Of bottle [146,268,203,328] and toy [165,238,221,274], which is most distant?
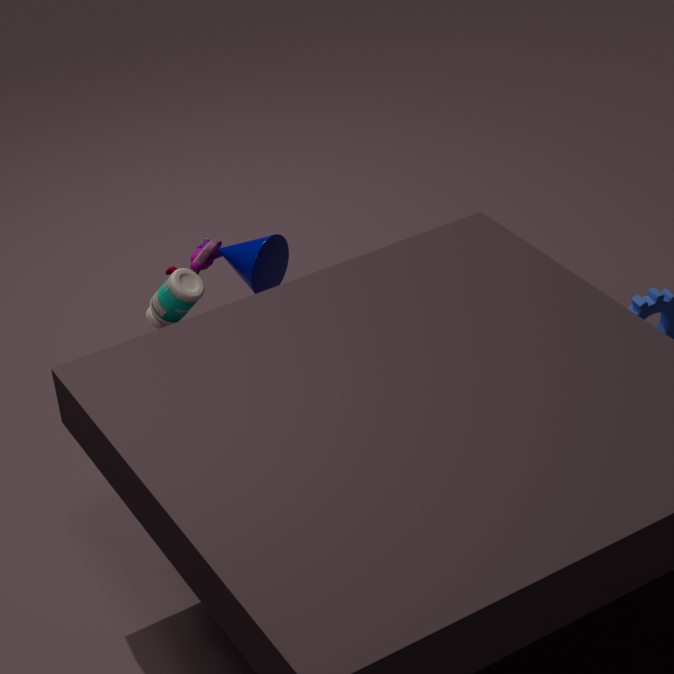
toy [165,238,221,274]
